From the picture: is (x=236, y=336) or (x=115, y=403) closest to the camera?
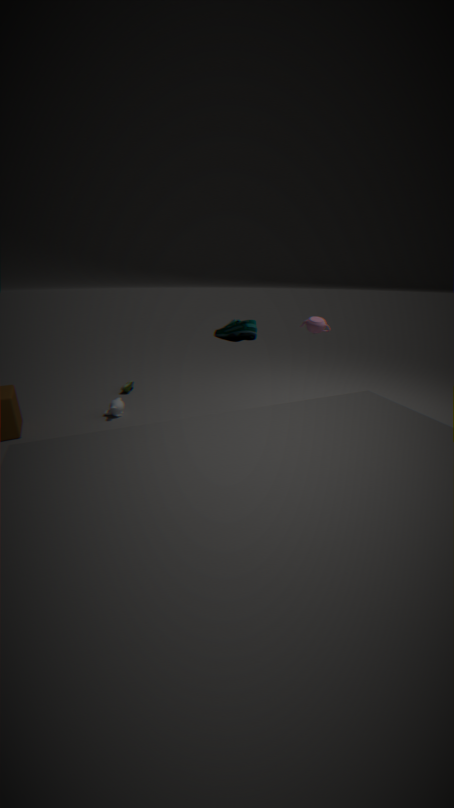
(x=236, y=336)
